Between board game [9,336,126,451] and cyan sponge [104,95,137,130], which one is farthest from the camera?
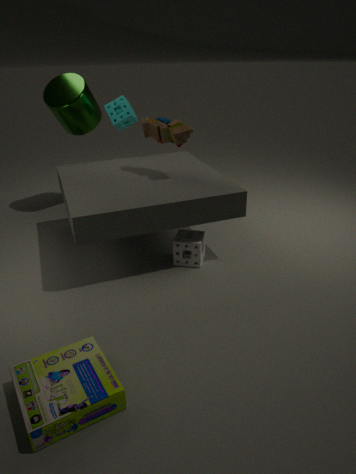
cyan sponge [104,95,137,130]
